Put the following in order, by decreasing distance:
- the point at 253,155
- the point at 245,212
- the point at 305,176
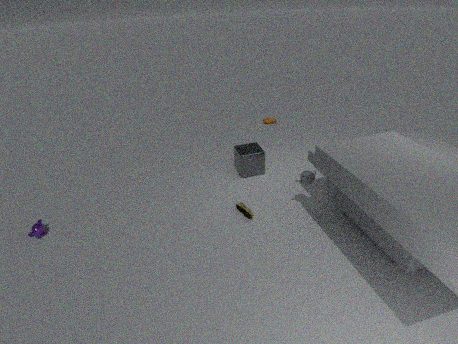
the point at 253,155 < the point at 245,212 < the point at 305,176
